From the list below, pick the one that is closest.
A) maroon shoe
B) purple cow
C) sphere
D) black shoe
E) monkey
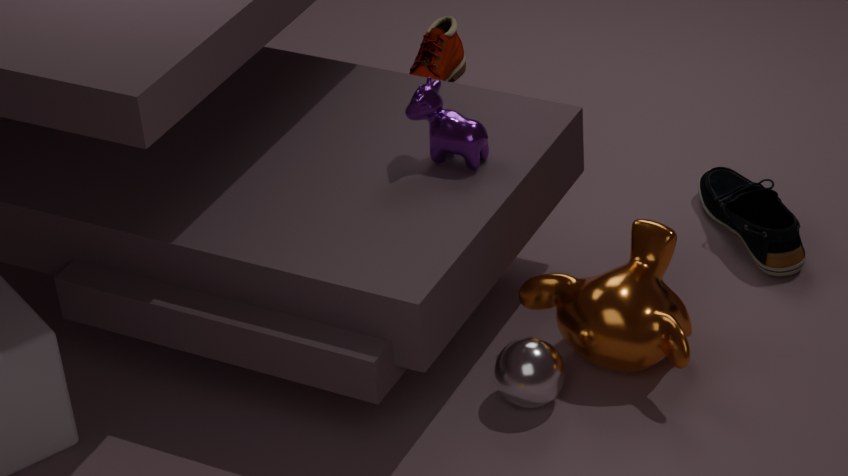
sphere
